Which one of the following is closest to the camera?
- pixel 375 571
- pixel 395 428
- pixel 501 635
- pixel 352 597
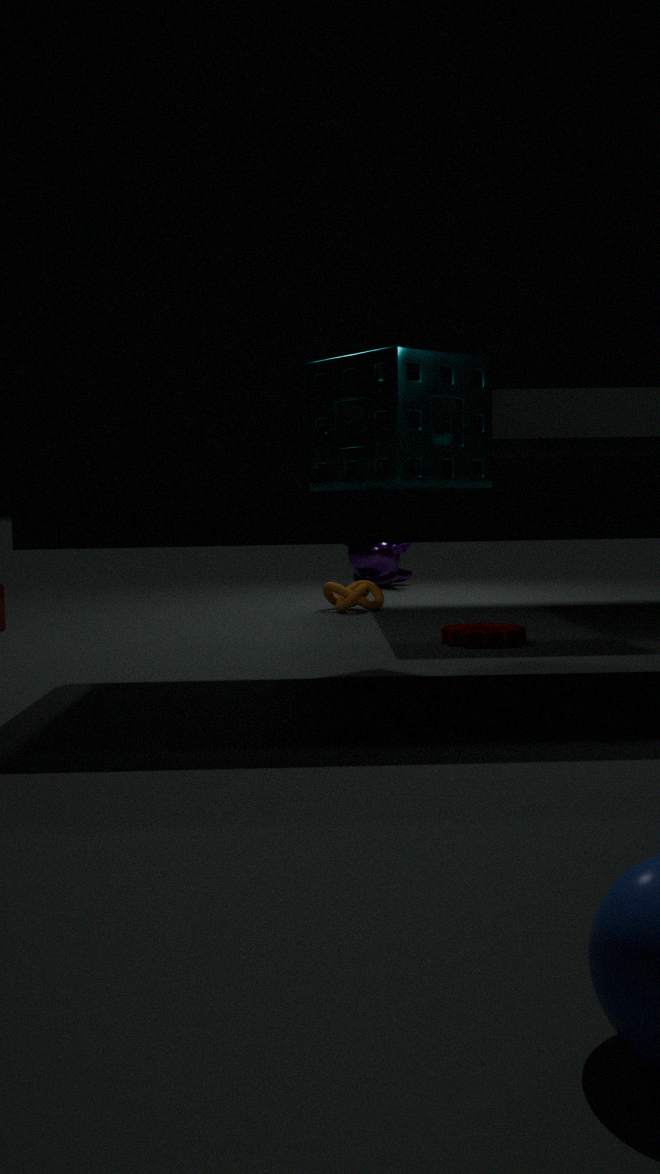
pixel 395 428
